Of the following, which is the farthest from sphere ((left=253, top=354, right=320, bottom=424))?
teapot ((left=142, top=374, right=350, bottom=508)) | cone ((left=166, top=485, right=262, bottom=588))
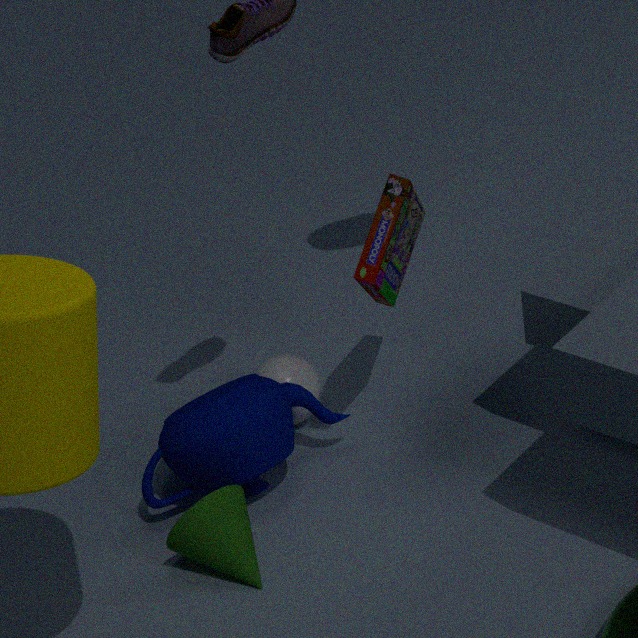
cone ((left=166, top=485, right=262, bottom=588))
